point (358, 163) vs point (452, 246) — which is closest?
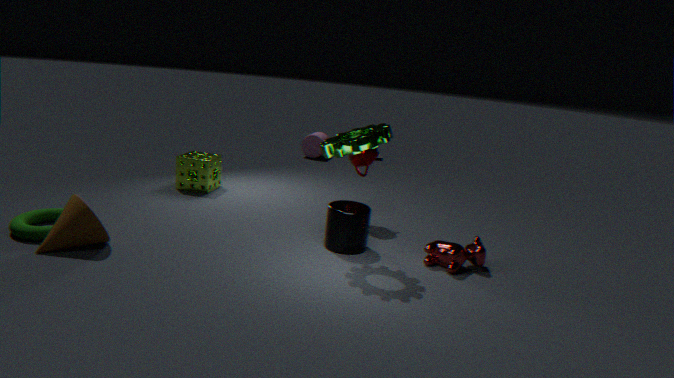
point (452, 246)
